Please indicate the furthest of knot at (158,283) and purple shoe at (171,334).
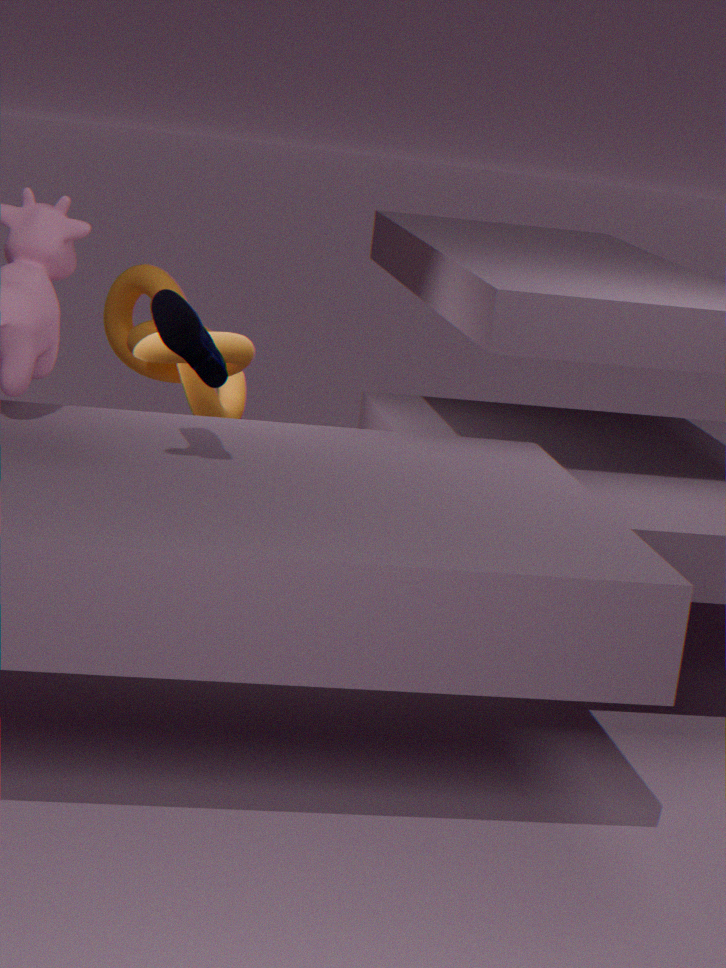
knot at (158,283)
